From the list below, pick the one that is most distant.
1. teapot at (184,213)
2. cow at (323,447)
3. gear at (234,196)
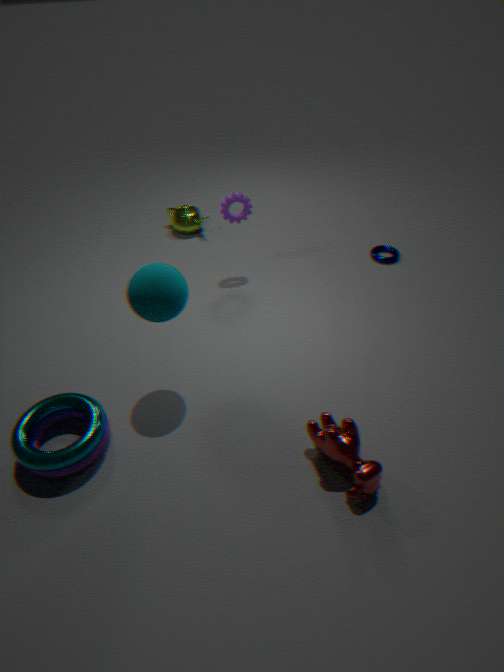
teapot at (184,213)
